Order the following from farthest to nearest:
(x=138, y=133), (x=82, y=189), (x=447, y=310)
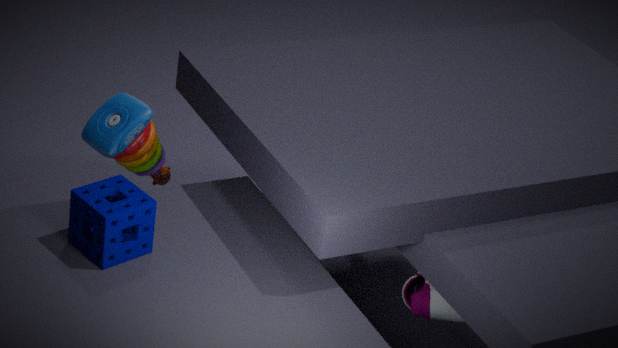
(x=138, y=133)
(x=447, y=310)
(x=82, y=189)
